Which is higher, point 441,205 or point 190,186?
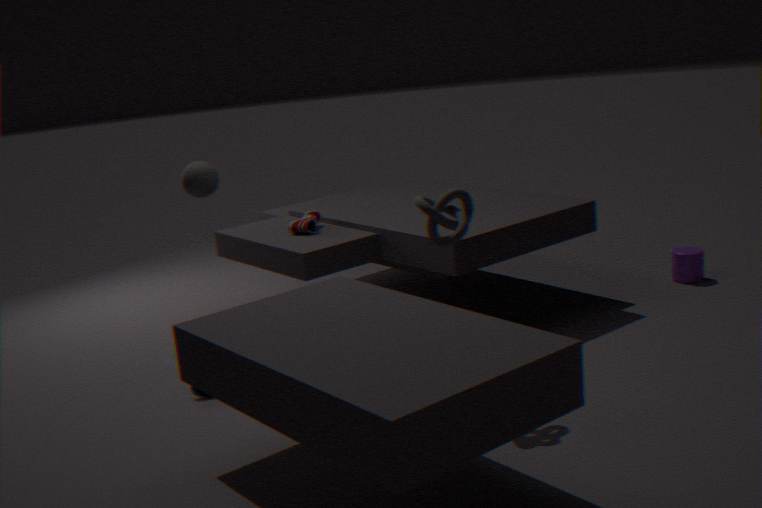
point 190,186
